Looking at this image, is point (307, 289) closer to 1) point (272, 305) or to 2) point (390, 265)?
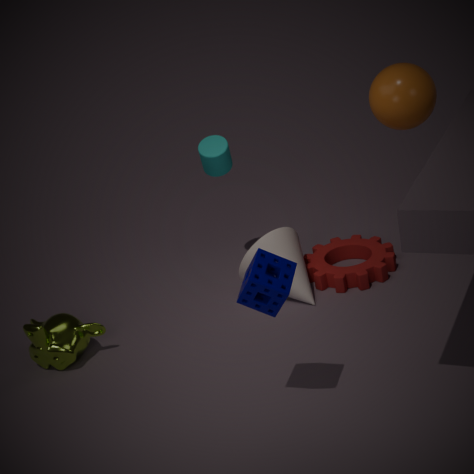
2) point (390, 265)
